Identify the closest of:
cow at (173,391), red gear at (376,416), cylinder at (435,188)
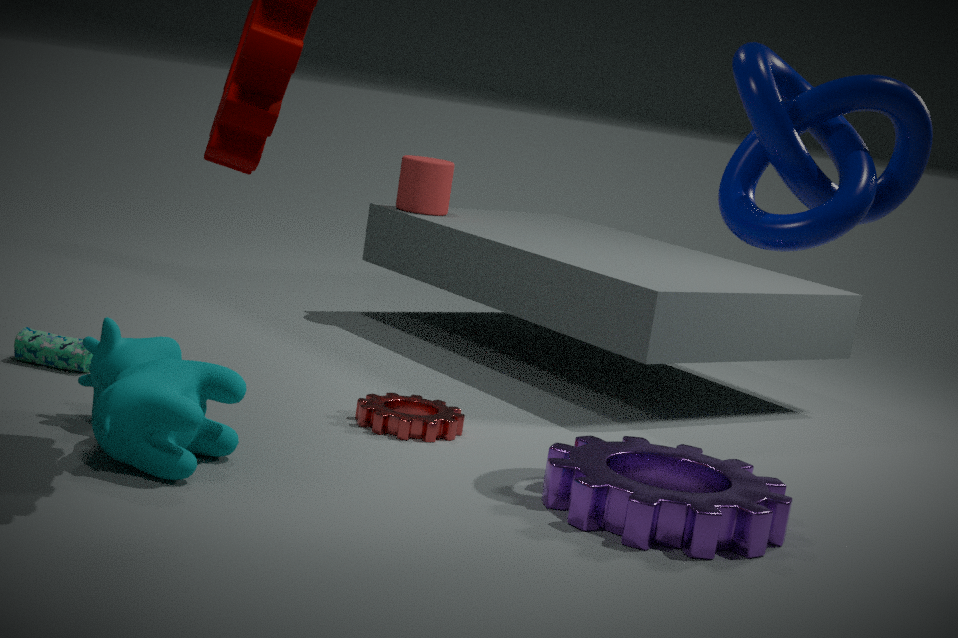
cow at (173,391)
